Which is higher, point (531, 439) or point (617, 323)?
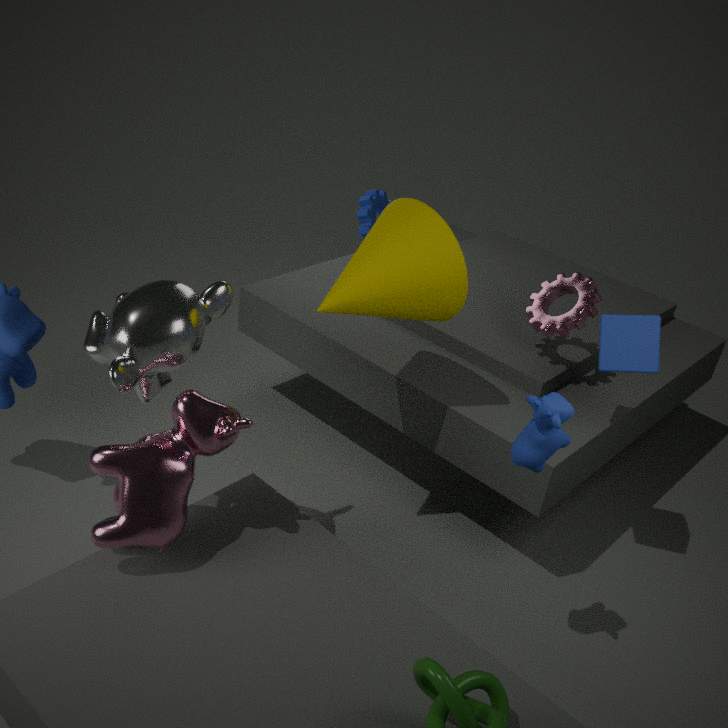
point (617, 323)
